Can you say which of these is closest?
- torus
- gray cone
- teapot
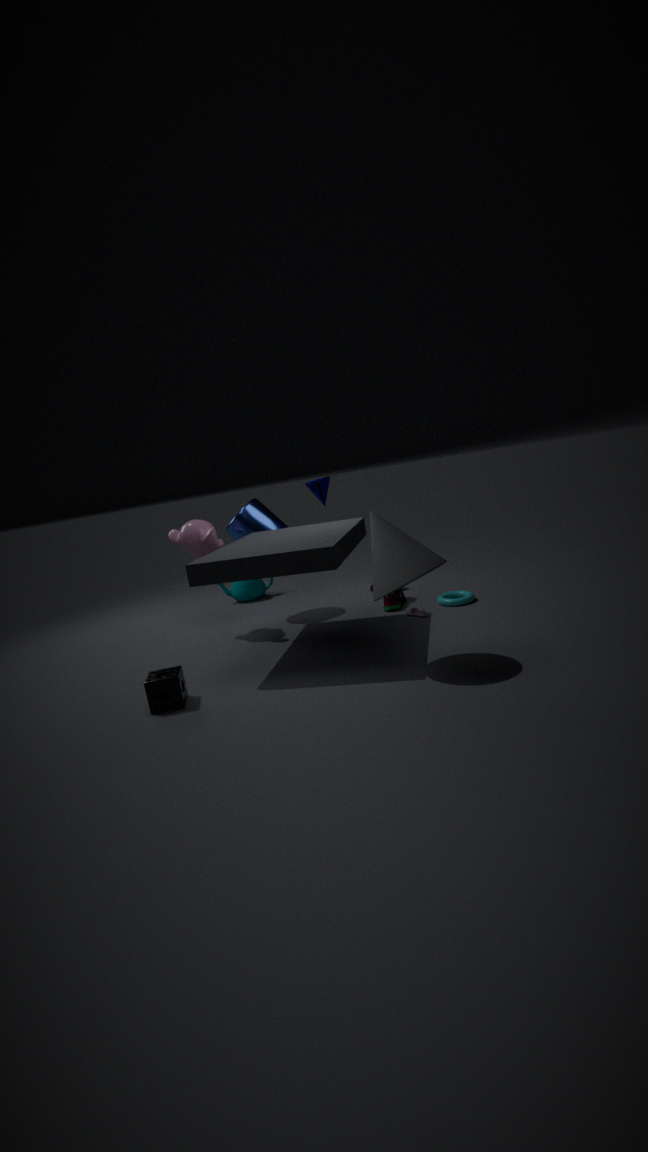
gray cone
